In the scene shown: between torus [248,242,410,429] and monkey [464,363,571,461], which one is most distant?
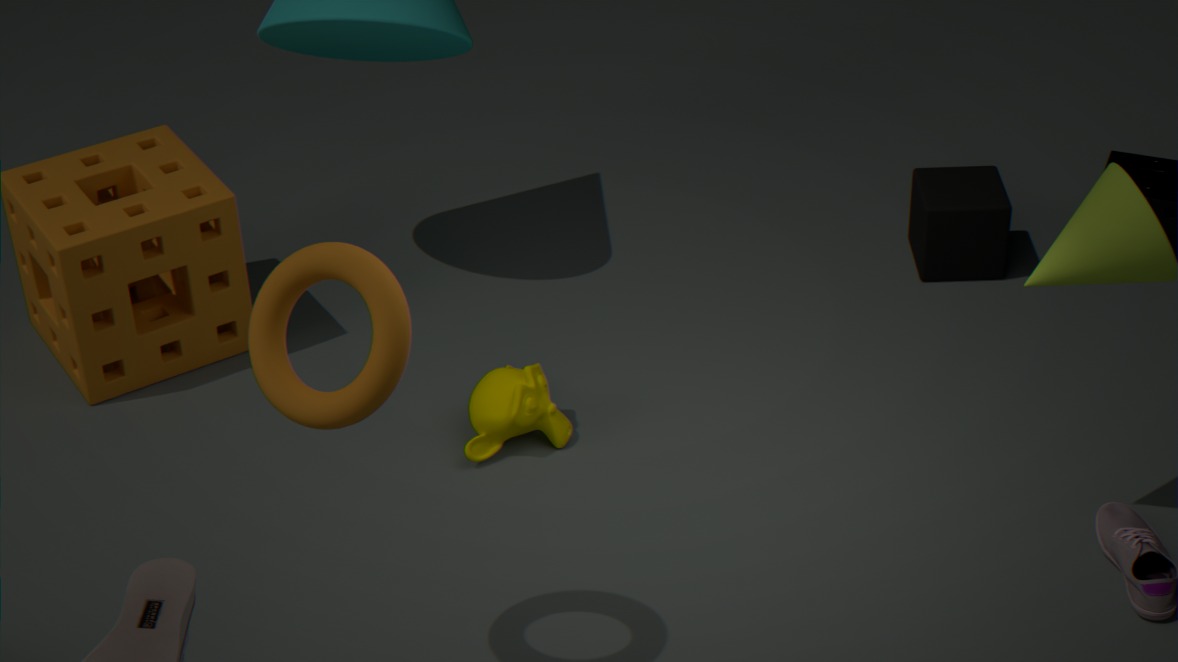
monkey [464,363,571,461]
